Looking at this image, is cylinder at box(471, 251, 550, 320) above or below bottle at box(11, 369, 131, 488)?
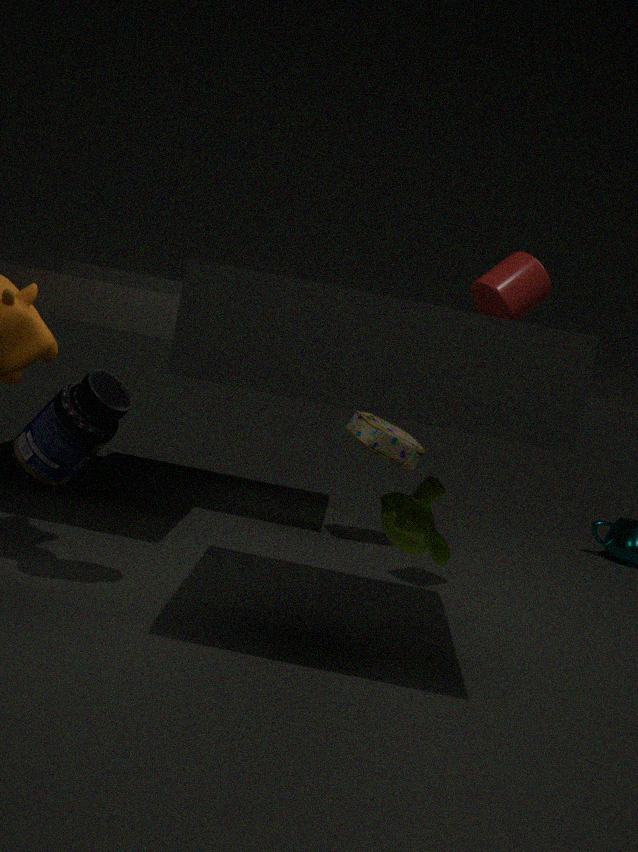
above
